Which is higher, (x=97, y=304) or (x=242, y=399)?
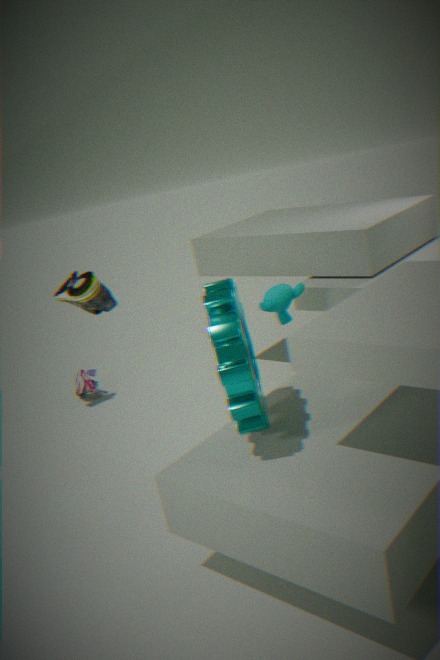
(x=97, y=304)
